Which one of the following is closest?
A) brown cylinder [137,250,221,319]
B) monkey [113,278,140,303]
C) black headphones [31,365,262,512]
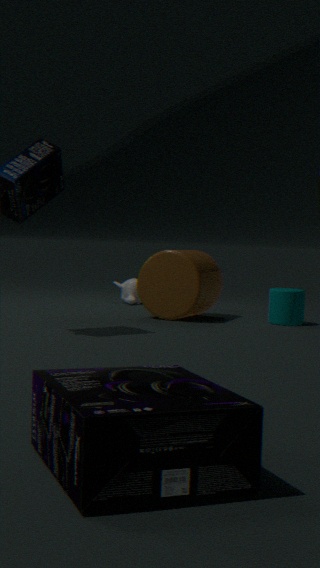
C. black headphones [31,365,262,512]
